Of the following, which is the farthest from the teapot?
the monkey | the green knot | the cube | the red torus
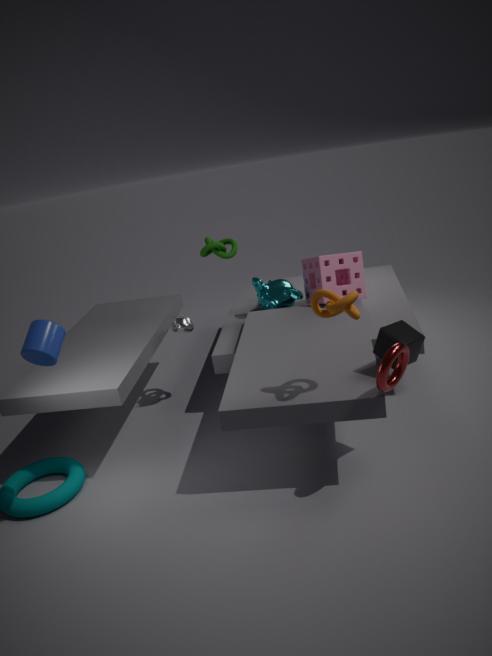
the red torus
